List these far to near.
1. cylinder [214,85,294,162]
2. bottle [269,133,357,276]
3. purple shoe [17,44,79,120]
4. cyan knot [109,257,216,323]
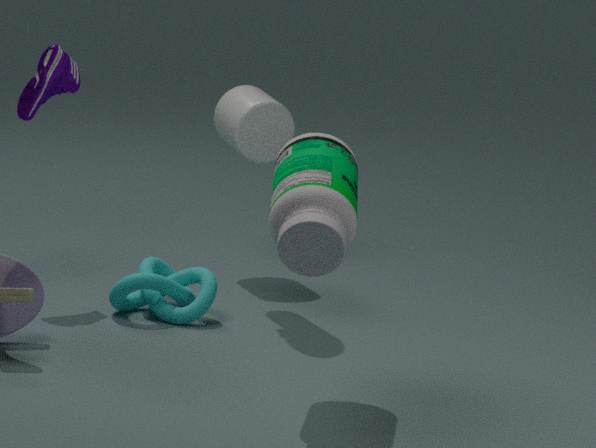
cylinder [214,85,294,162] < purple shoe [17,44,79,120] < cyan knot [109,257,216,323] < bottle [269,133,357,276]
